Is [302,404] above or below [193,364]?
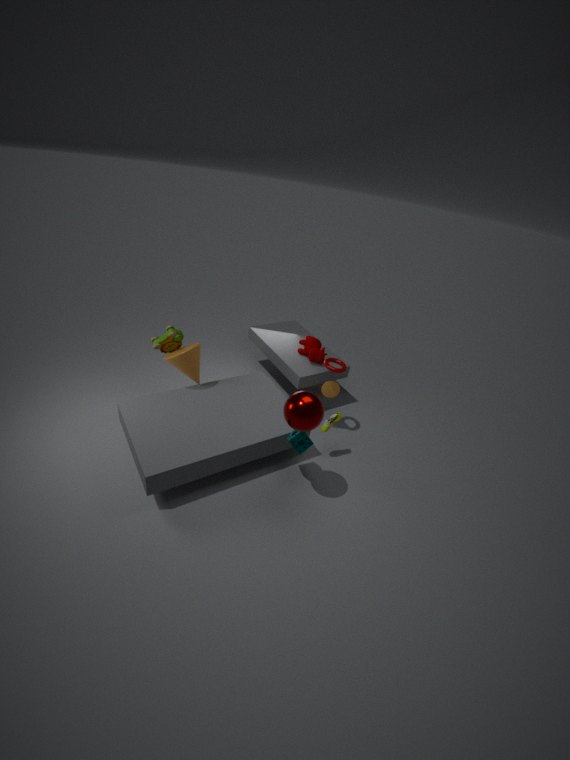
above
